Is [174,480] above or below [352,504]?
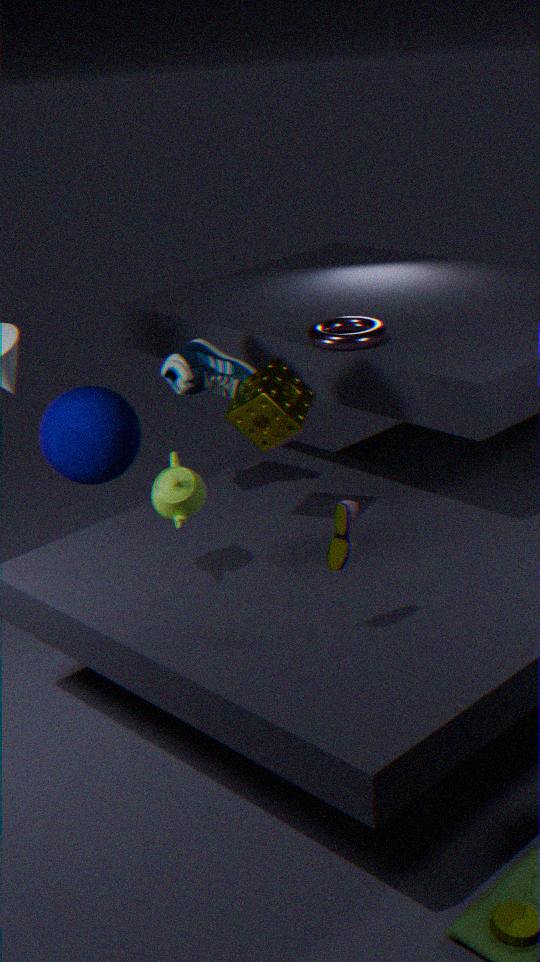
below
